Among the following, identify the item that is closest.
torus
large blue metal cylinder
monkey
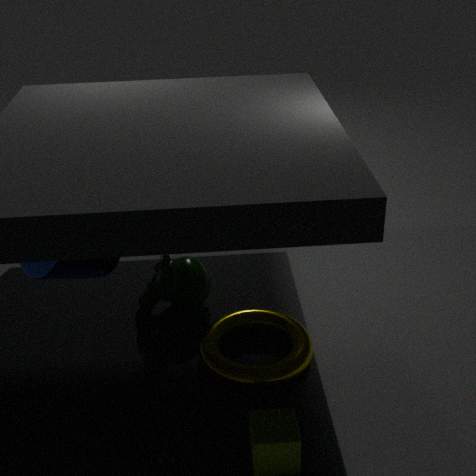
torus
